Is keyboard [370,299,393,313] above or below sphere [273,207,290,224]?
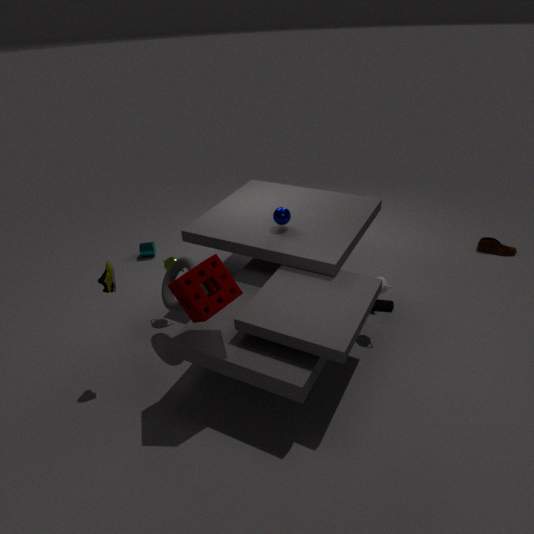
below
